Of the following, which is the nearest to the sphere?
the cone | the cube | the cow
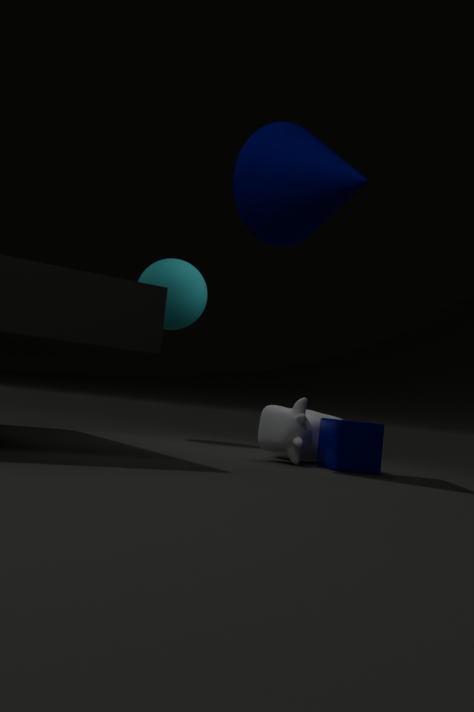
the cow
